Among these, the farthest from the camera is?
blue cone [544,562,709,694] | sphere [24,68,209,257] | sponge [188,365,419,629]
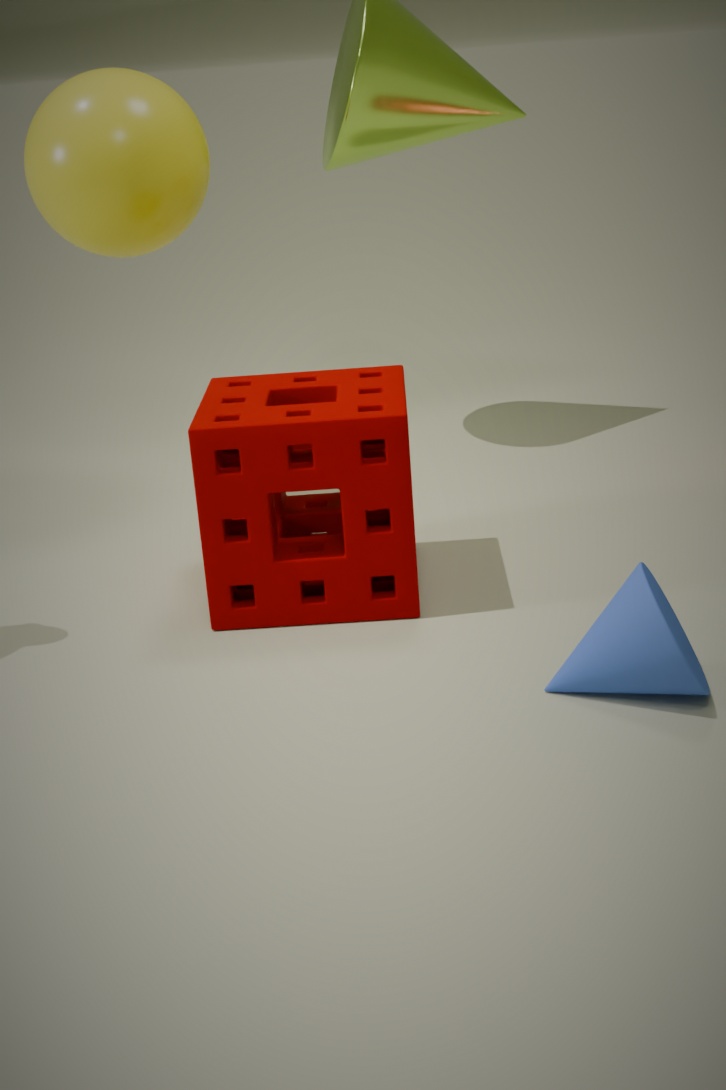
sphere [24,68,209,257]
